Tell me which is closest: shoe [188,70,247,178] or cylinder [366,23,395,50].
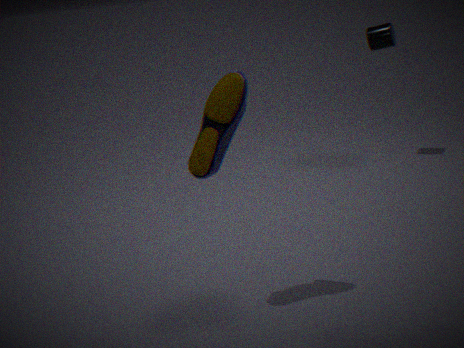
shoe [188,70,247,178]
